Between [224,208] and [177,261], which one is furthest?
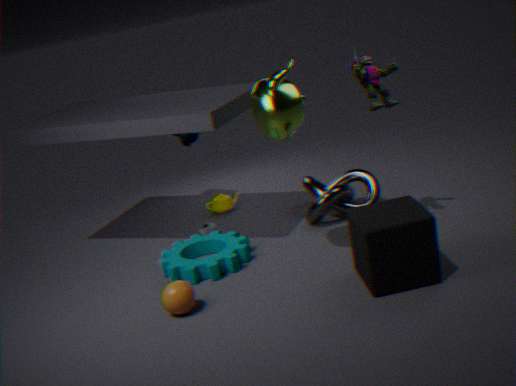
[224,208]
